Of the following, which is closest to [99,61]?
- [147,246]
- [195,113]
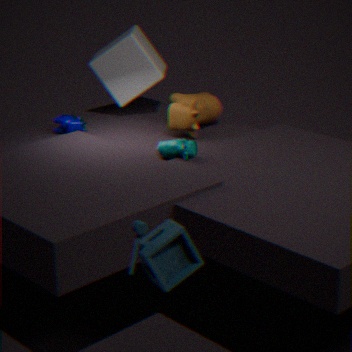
[195,113]
